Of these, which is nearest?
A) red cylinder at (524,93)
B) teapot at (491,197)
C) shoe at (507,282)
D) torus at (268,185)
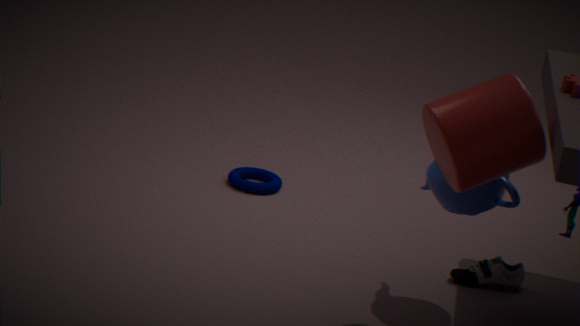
red cylinder at (524,93)
